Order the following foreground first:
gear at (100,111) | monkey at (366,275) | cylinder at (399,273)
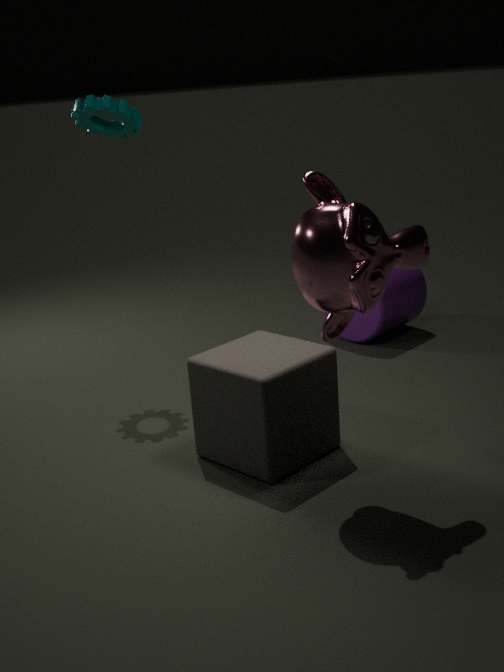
1. monkey at (366,275)
2. gear at (100,111)
3. cylinder at (399,273)
